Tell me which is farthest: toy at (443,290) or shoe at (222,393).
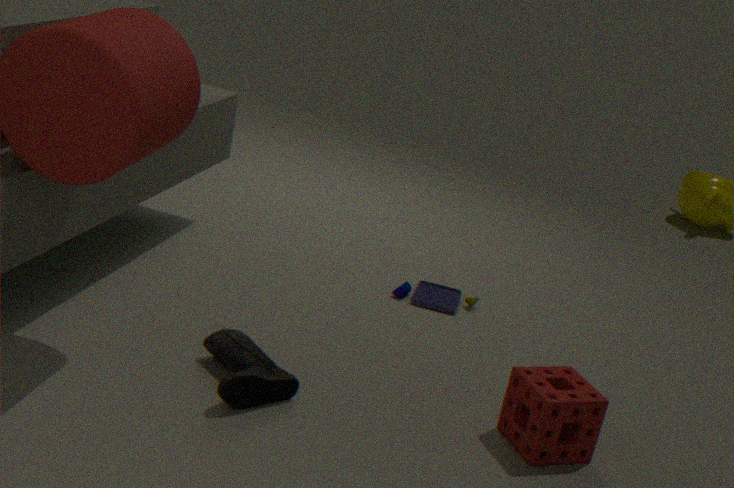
toy at (443,290)
